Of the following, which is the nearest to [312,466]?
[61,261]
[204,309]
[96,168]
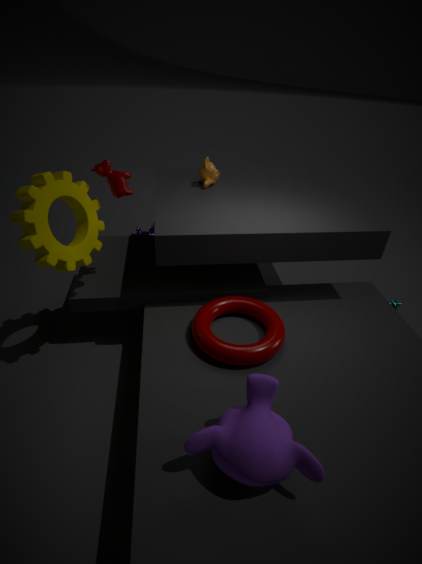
[204,309]
